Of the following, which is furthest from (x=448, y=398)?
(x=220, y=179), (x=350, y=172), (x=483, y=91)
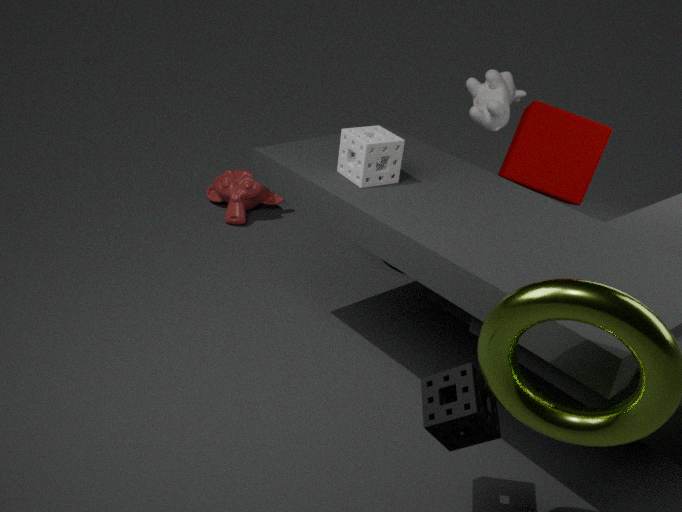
(x=220, y=179)
